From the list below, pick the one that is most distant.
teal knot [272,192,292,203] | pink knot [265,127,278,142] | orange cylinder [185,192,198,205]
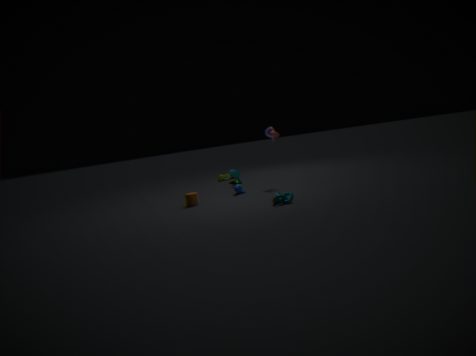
pink knot [265,127,278,142]
